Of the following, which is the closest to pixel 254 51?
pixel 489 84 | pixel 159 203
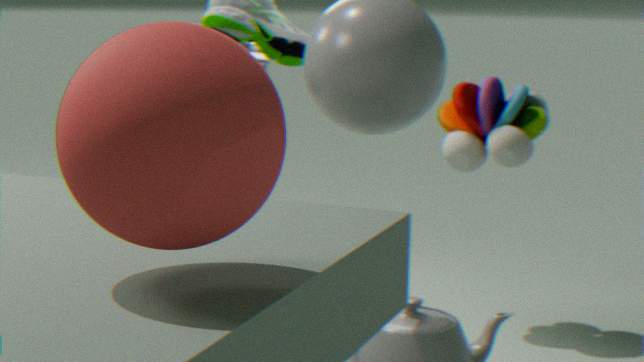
pixel 489 84
